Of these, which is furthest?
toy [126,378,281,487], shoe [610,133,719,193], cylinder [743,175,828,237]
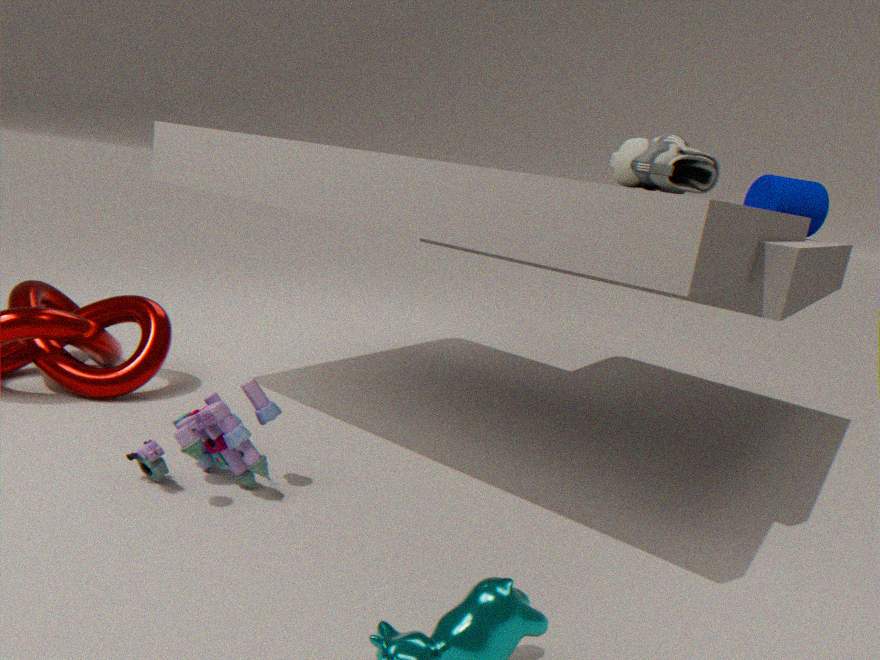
cylinder [743,175,828,237]
